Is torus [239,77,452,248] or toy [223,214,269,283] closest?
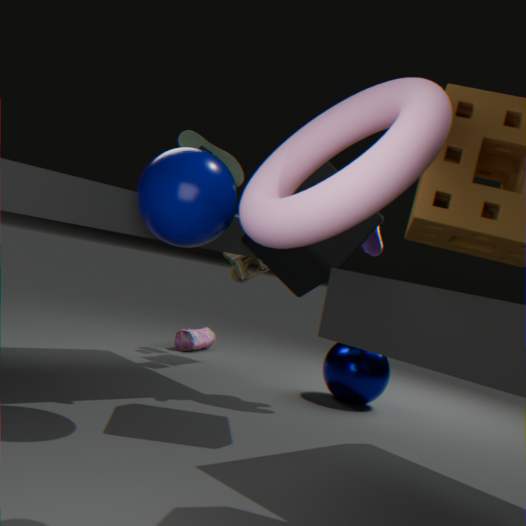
torus [239,77,452,248]
